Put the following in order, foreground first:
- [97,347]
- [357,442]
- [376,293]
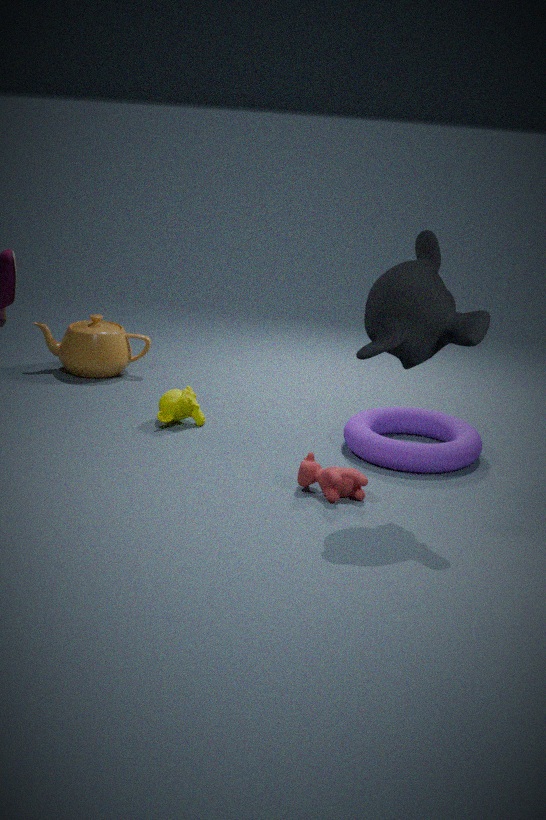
[376,293]
[357,442]
[97,347]
